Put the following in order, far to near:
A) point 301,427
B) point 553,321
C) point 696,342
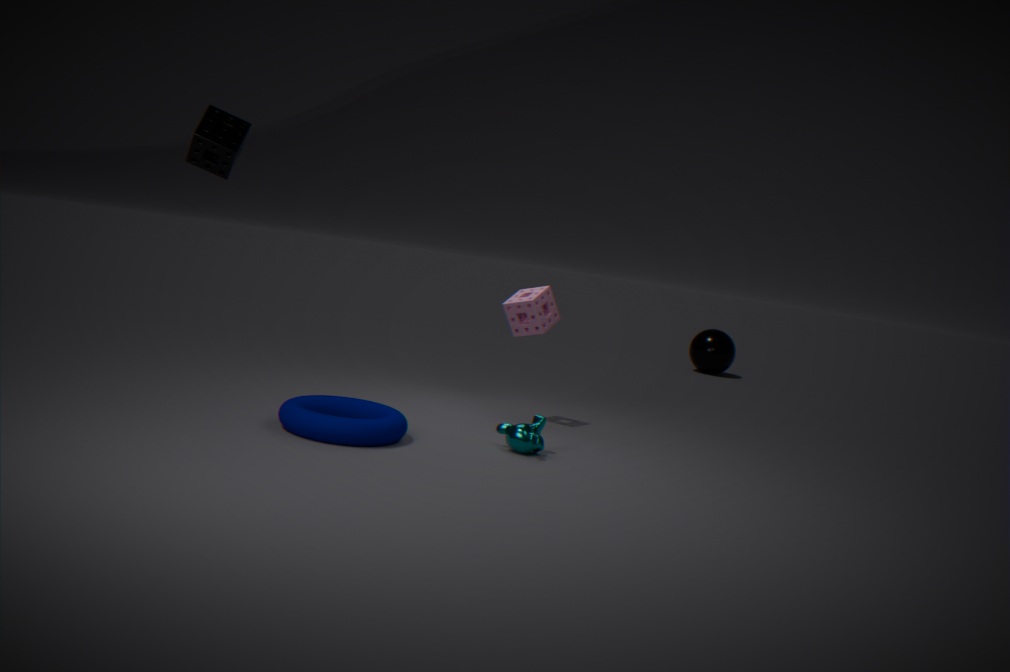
point 696,342
point 553,321
point 301,427
